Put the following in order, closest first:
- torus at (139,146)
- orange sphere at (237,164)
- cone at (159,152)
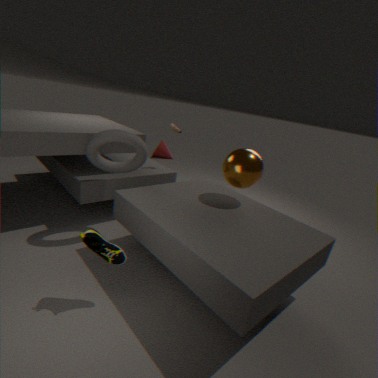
1. torus at (139,146)
2. orange sphere at (237,164)
3. cone at (159,152)
